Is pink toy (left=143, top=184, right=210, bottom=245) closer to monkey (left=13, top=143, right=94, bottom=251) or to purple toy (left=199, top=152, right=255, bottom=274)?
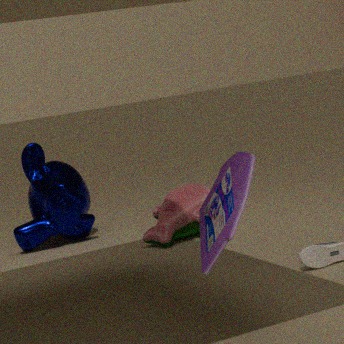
monkey (left=13, top=143, right=94, bottom=251)
